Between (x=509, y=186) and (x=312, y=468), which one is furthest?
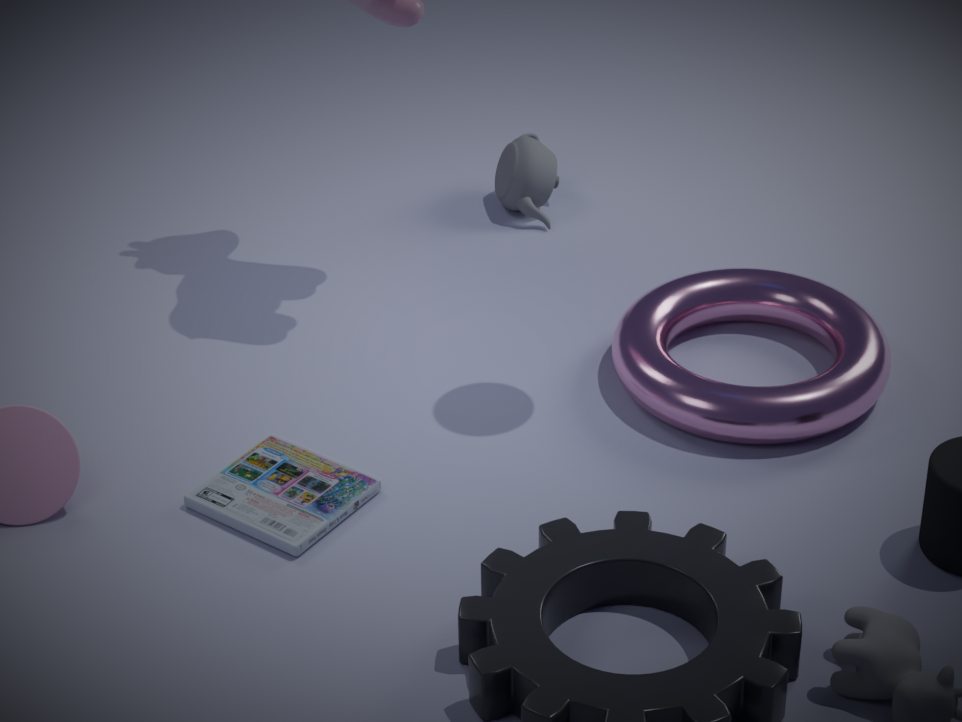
(x=509, y=186)
